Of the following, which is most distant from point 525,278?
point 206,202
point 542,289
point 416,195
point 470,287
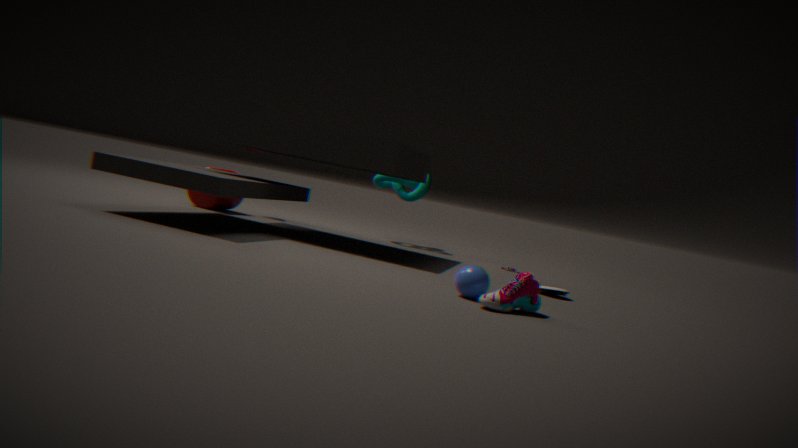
point 206,202
